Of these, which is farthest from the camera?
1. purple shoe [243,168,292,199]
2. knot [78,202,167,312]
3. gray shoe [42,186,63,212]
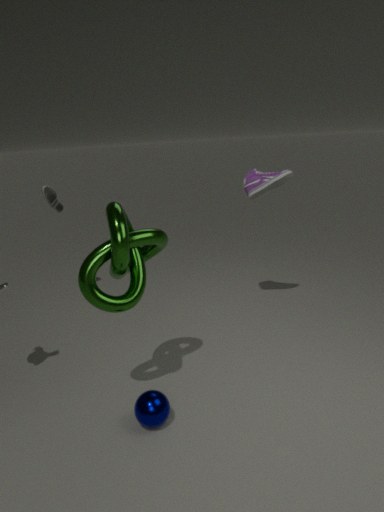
gray shoe [42,186,63,212]
